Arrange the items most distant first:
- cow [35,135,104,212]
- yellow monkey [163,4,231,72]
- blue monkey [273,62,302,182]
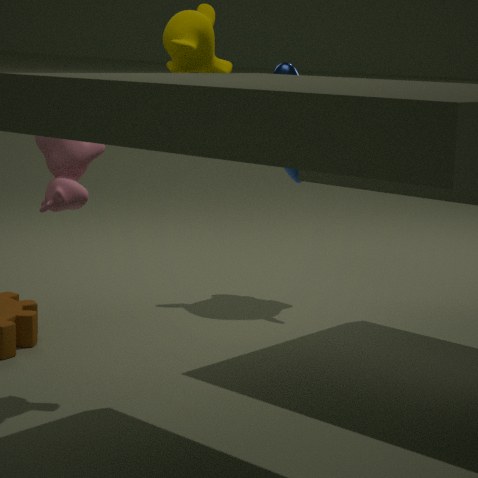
blue monkey [273,62,302,182]
yellow monkey [163,4,231,72]
cow [35,135,104,212]
